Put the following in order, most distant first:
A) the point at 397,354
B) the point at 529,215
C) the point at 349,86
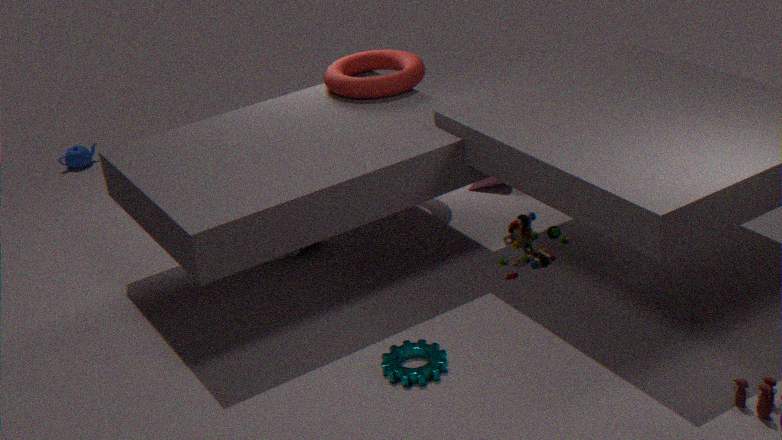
the point at 349,86
the point at 397,354
the point at 529,215
